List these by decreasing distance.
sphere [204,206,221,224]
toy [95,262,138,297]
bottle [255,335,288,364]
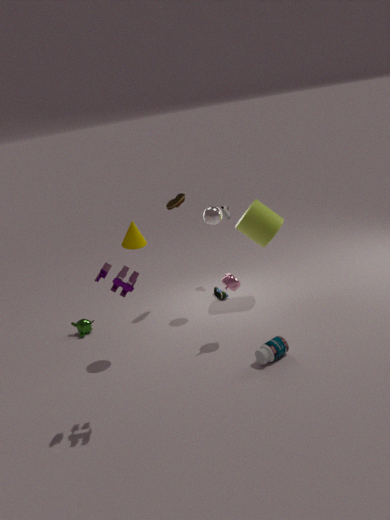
sphere [204,206,221,224] < bottle [255,335,288,364] < toy [95,262,138,297]
